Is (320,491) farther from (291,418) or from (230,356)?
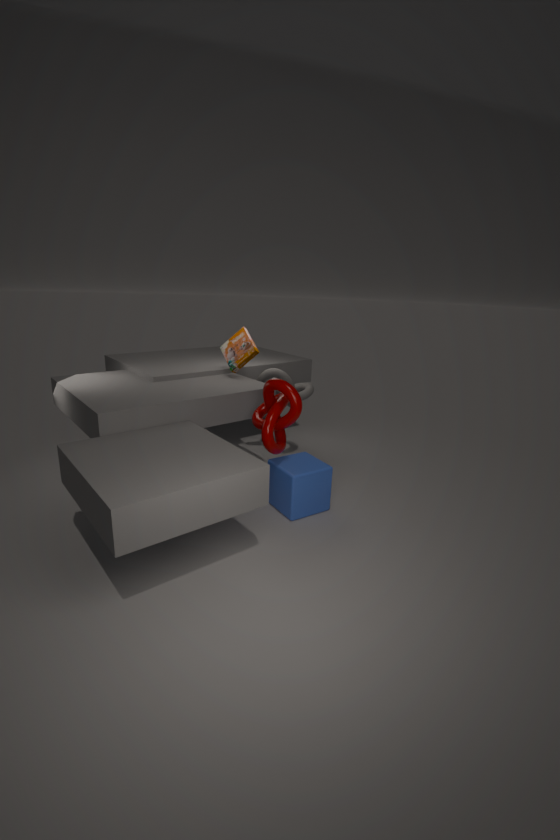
(230,356)
